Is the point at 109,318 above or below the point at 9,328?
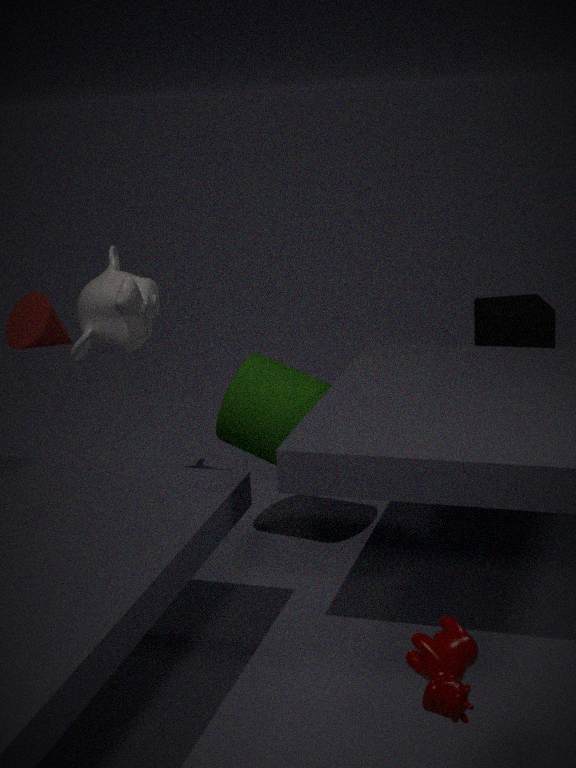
below
